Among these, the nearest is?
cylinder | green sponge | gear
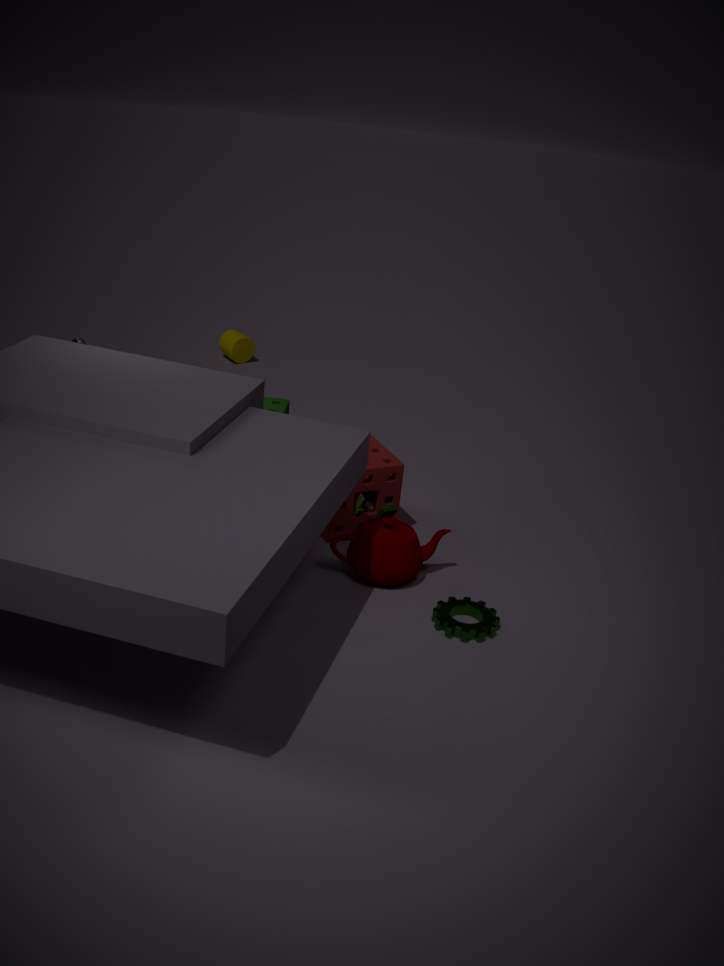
gear
